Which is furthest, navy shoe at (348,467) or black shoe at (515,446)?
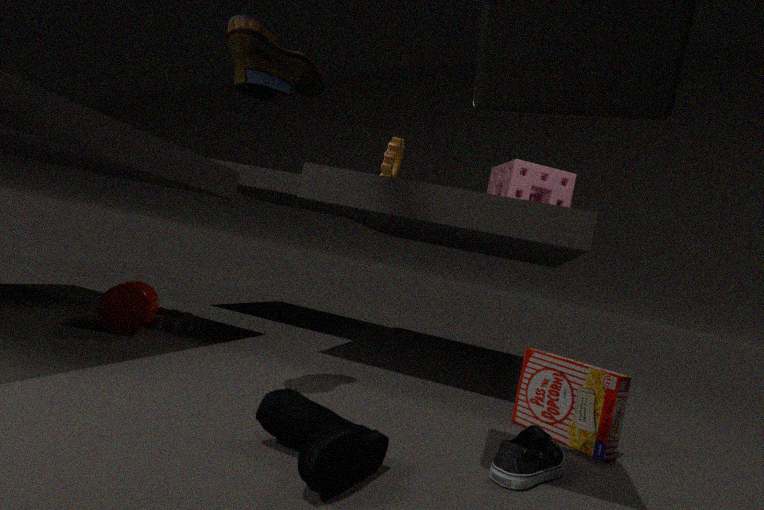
black shoe at (515,446)
